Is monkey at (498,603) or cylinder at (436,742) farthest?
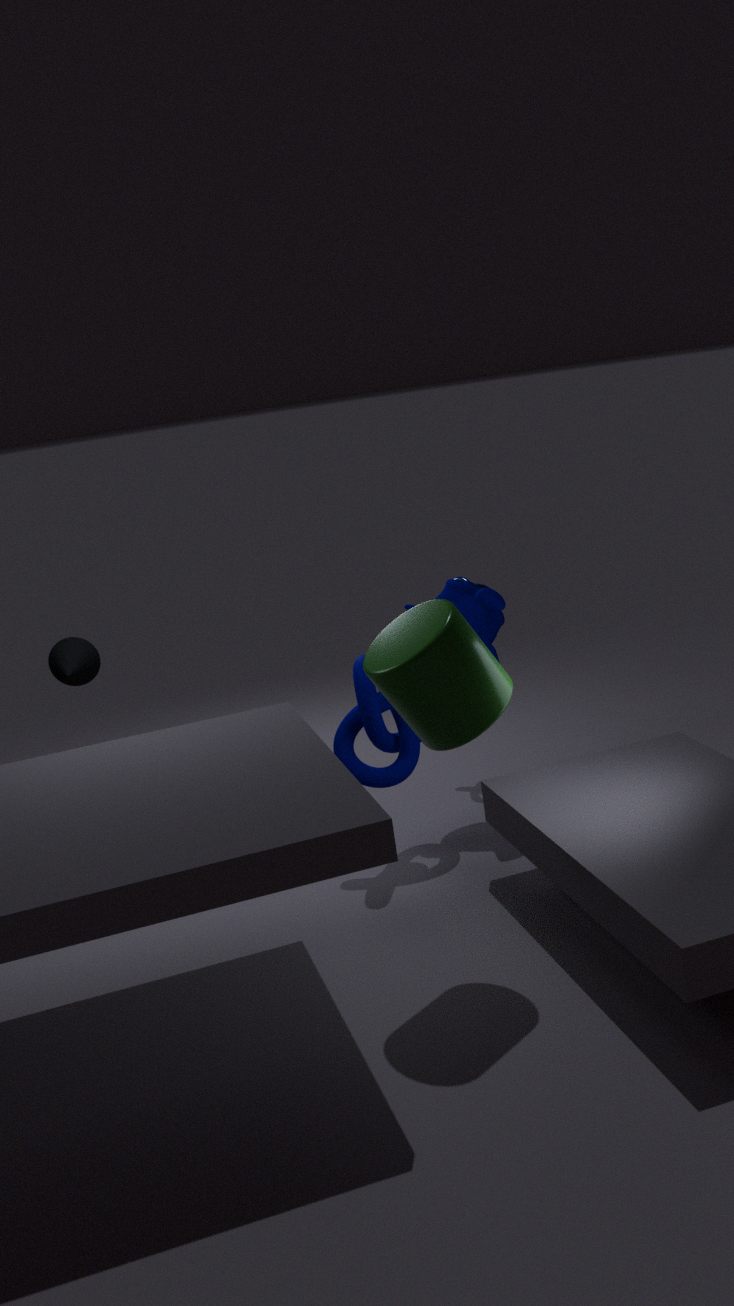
monkey at (498,603)
